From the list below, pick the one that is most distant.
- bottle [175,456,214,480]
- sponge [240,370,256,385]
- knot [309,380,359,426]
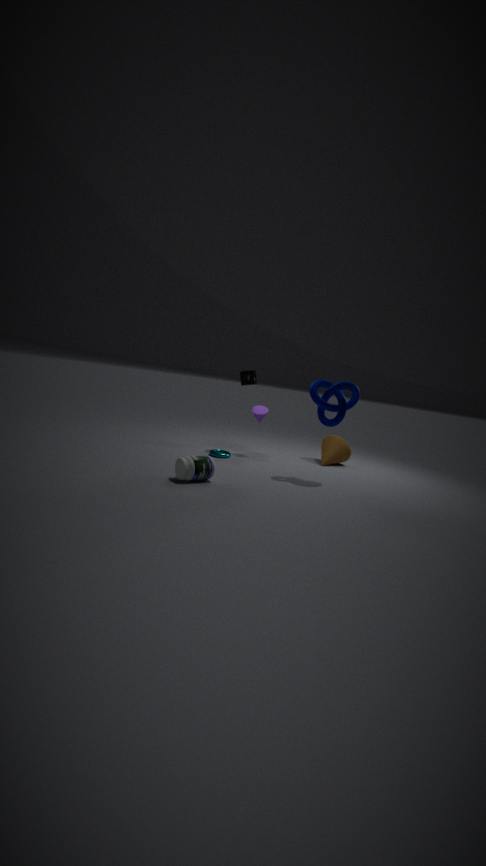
sponge [240,370,256,385]
